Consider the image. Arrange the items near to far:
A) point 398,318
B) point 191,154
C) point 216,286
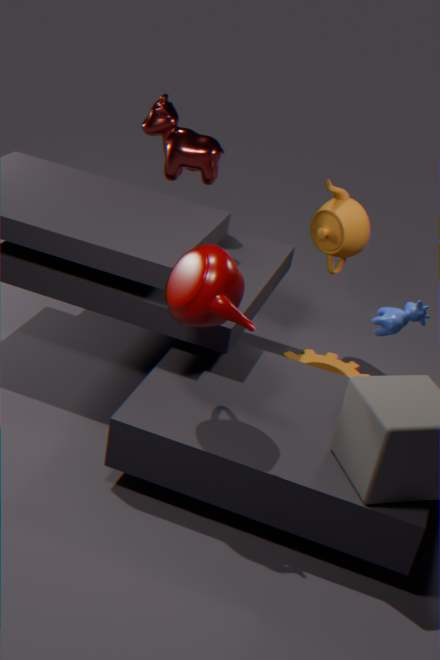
point 216,286 < point 398,318 < point 191,154
